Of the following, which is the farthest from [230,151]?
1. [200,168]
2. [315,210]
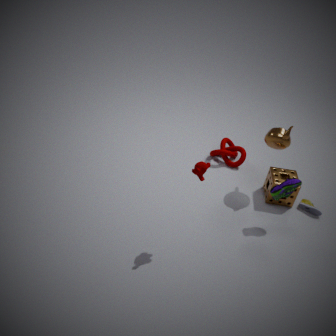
[200,168]
